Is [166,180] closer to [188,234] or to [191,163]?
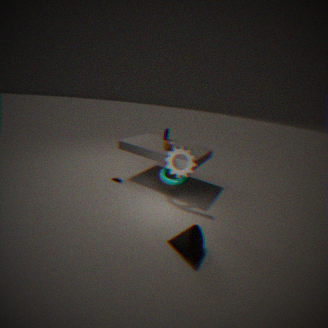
[191,163]
